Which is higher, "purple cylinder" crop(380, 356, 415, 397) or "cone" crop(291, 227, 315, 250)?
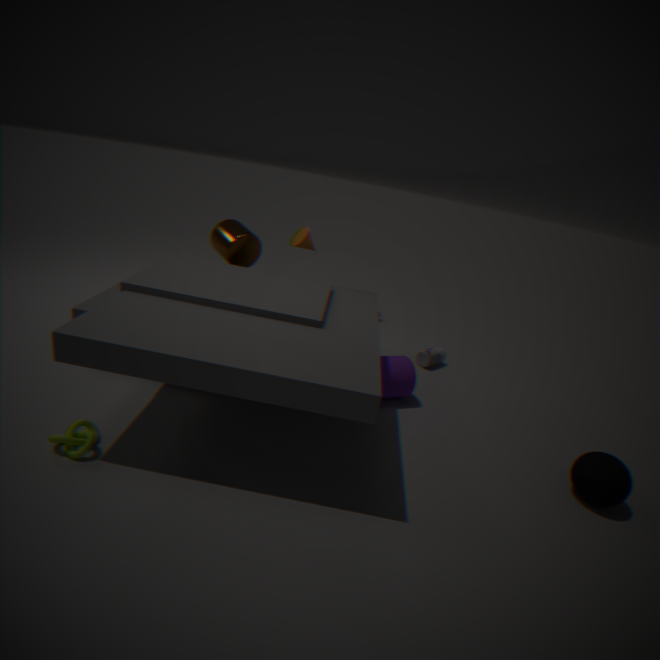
"cone" crop(291, 227, 315, 250)
